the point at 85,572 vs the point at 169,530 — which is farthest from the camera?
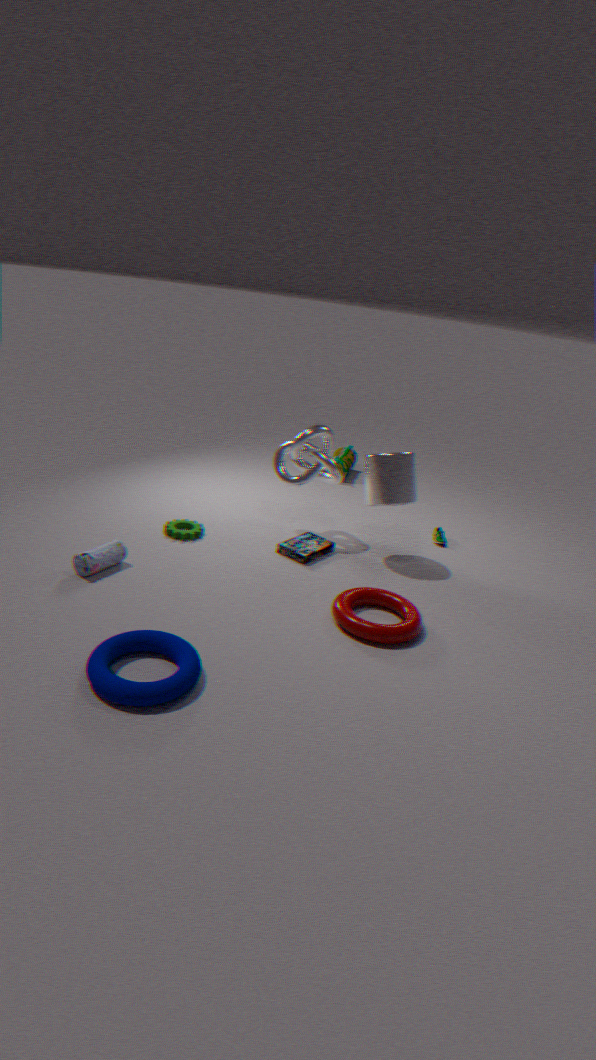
the point at 169,530
